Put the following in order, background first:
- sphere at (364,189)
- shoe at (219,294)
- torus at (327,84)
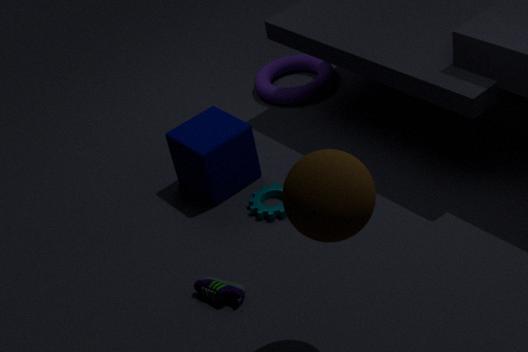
torus at (327,84), shoe at (219,294), sphere at (364,189)
